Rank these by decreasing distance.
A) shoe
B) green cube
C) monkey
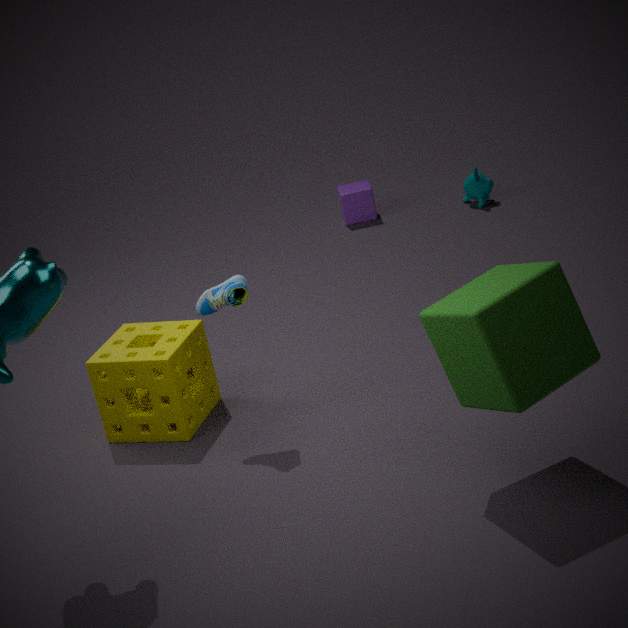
monkey → shoe → green cube
